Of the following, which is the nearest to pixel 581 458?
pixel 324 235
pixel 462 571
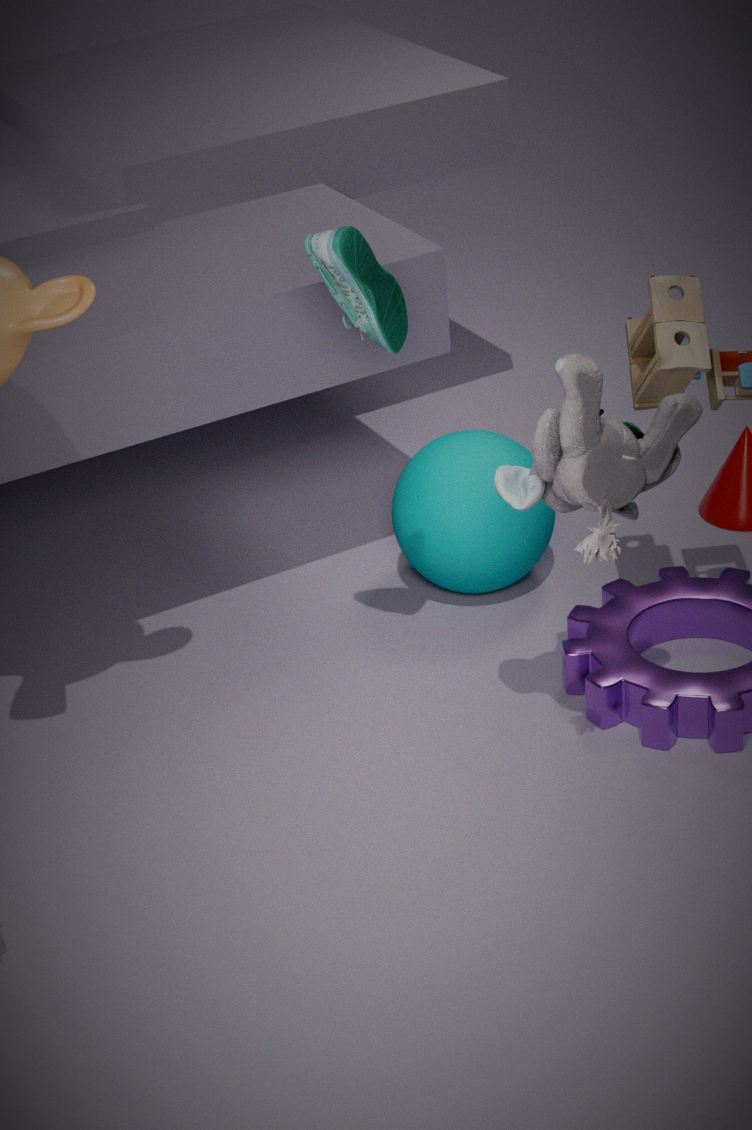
pixel 324 235
